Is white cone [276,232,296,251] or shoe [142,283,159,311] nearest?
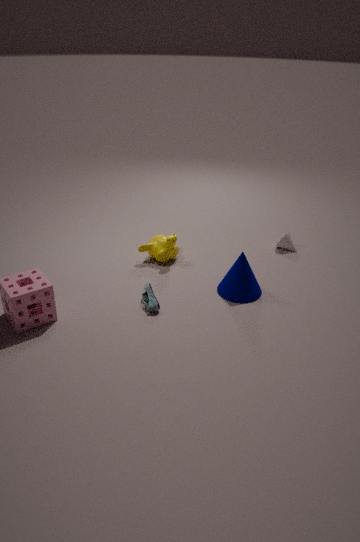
shoe [142,283,159,311]
